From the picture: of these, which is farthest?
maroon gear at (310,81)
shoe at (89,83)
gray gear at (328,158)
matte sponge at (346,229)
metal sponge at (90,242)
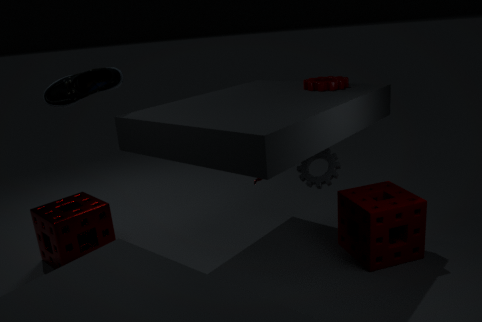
gray gear at (328,158)
